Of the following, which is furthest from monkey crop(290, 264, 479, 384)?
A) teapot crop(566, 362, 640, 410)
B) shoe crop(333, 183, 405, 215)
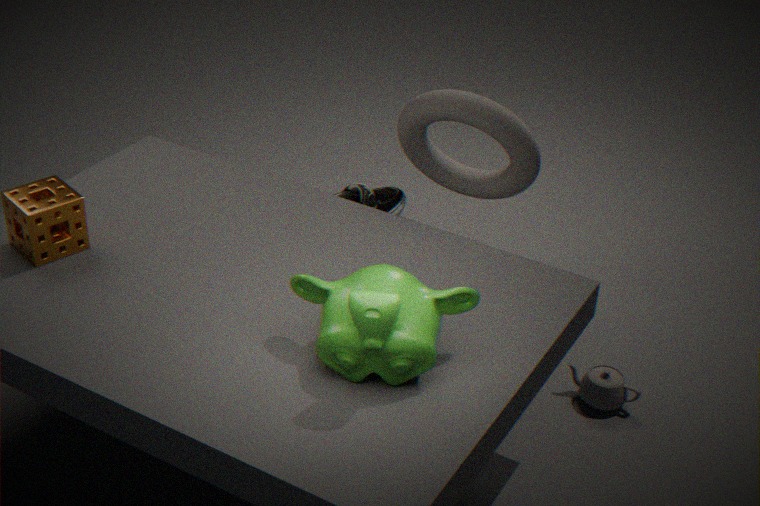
teapot crop(566, 362, 640, 410)
